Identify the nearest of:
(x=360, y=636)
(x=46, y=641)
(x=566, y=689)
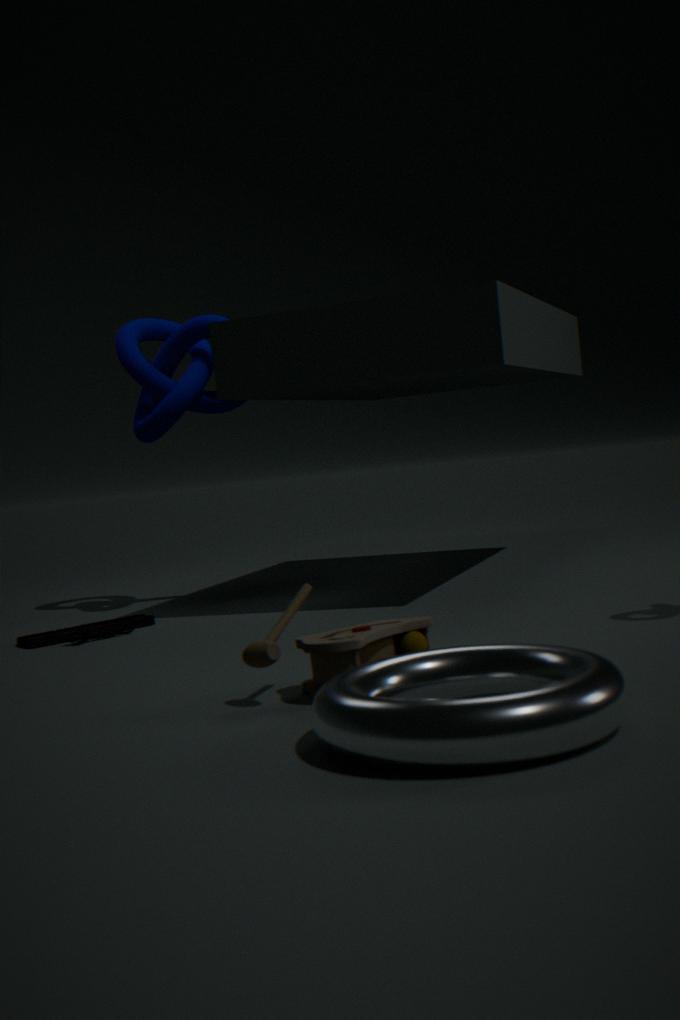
(x=566, y=689)
